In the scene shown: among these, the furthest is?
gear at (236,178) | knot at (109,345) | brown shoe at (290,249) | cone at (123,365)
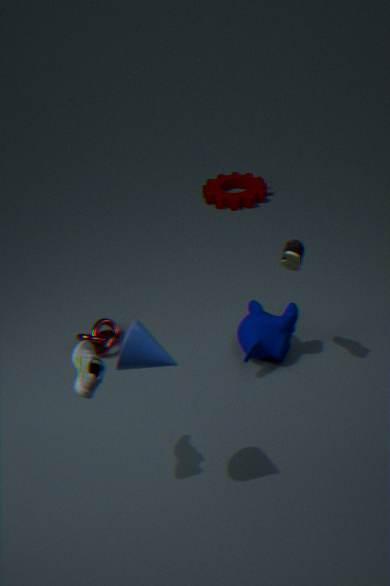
gear at (236,178)
